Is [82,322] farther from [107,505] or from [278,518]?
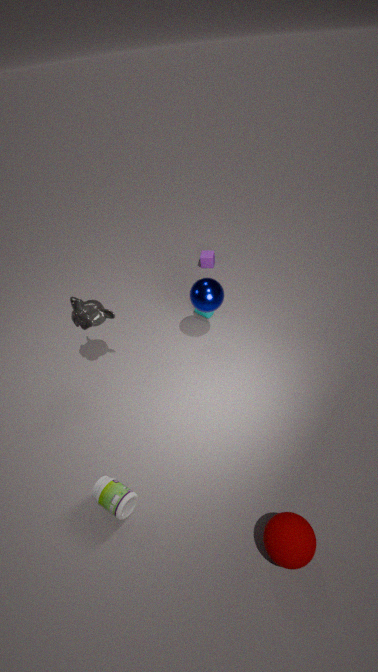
[278,518]
